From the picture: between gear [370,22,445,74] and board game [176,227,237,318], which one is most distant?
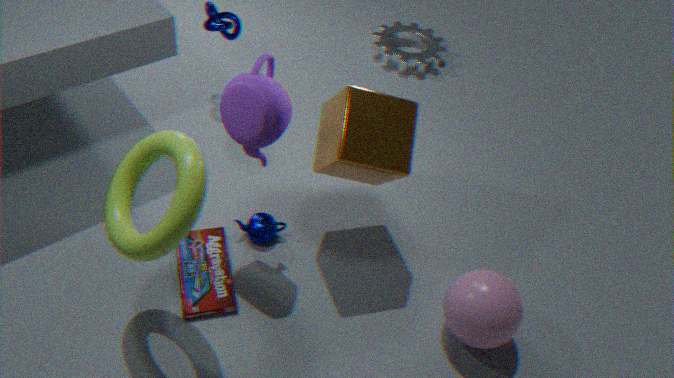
gear [370,22,445,74]
